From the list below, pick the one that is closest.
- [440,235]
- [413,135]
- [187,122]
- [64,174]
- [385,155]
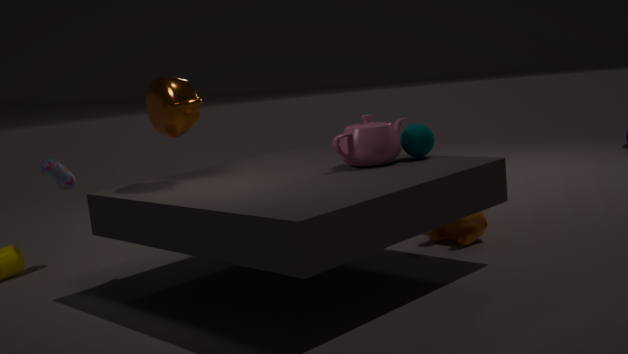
[385,155]
